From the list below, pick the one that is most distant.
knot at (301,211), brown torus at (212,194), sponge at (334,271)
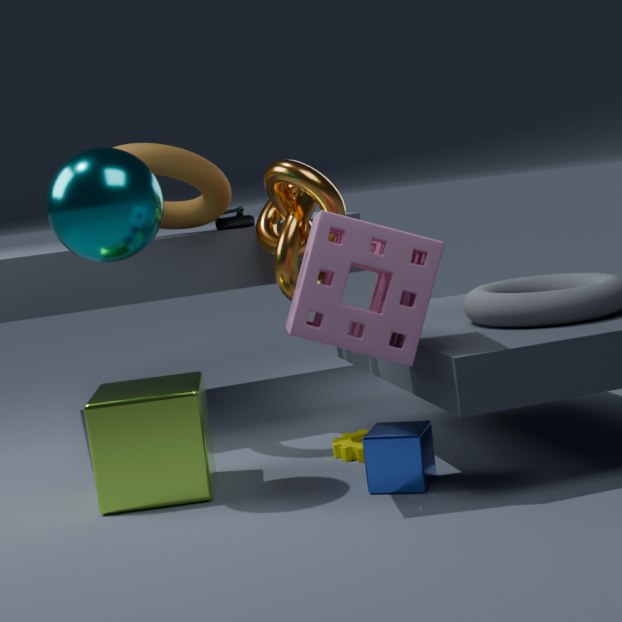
brown torus at (212,194)
